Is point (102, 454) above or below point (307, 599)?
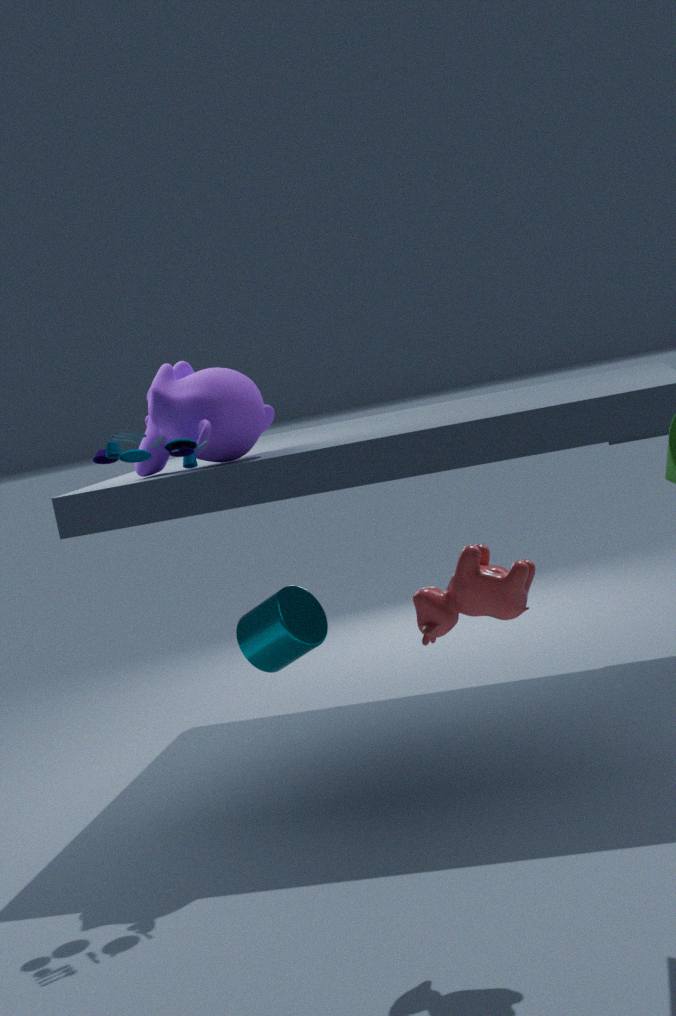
above
